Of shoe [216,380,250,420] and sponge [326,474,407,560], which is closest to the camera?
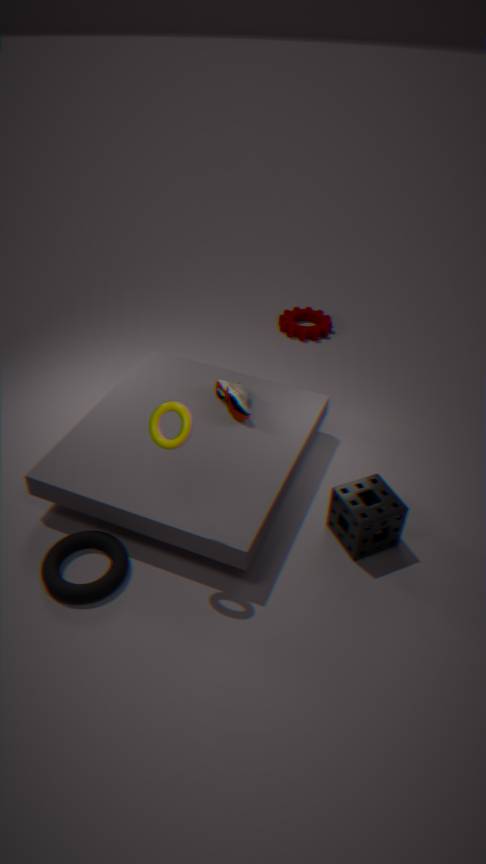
sponge [326,474,407,560]
